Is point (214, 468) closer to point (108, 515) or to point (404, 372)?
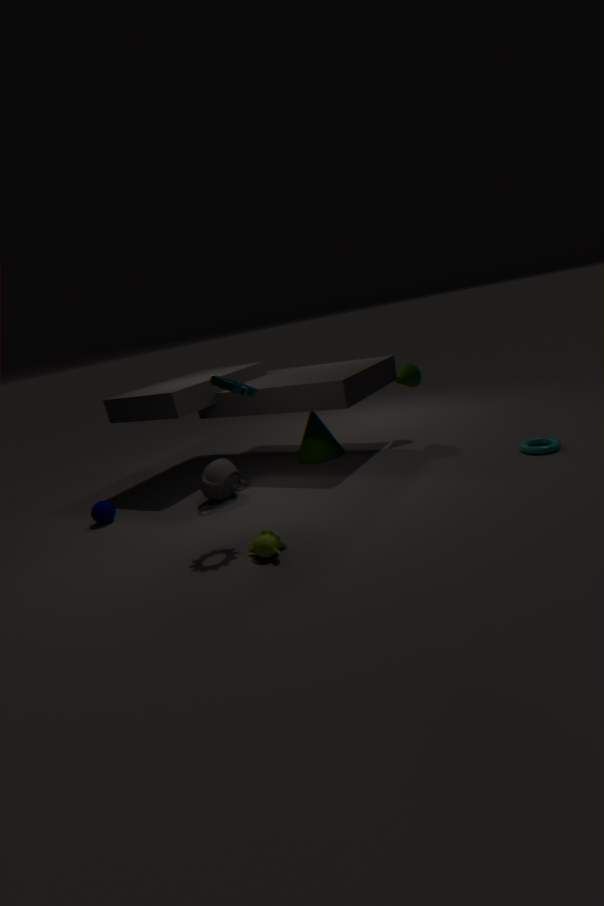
point (108, 515)
